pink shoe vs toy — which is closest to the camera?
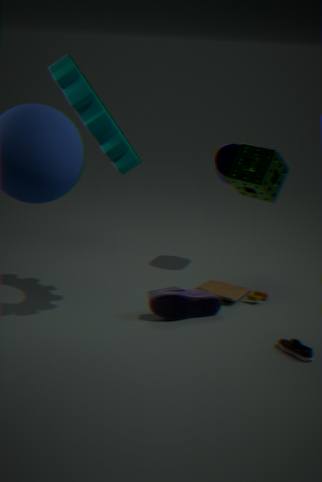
pink shoe
